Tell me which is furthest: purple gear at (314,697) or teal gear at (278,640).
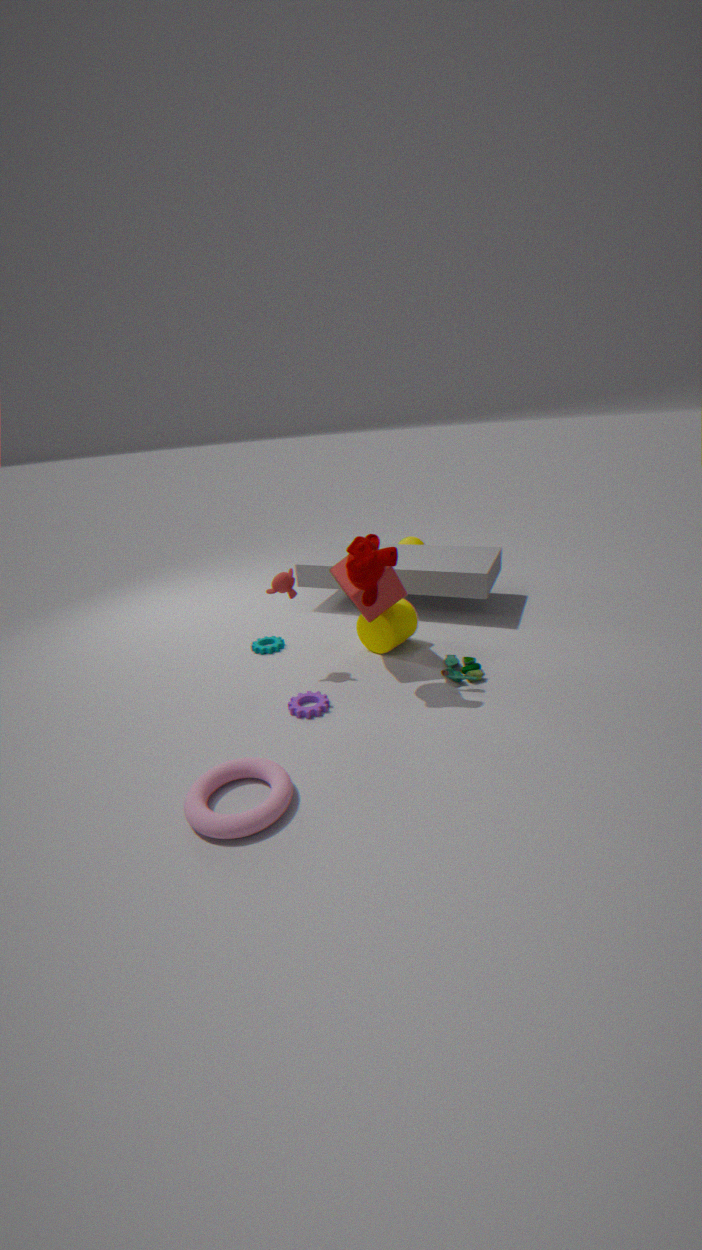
teal gear at (278,640)
